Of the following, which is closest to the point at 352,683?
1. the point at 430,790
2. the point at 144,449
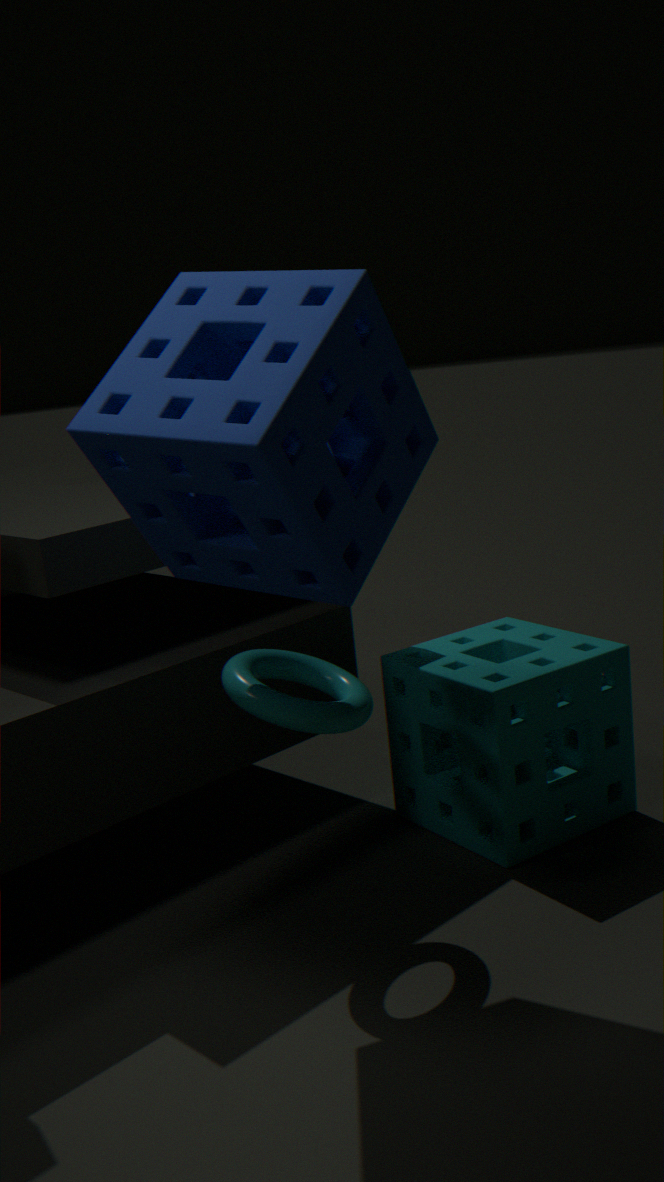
the point at 144,449
